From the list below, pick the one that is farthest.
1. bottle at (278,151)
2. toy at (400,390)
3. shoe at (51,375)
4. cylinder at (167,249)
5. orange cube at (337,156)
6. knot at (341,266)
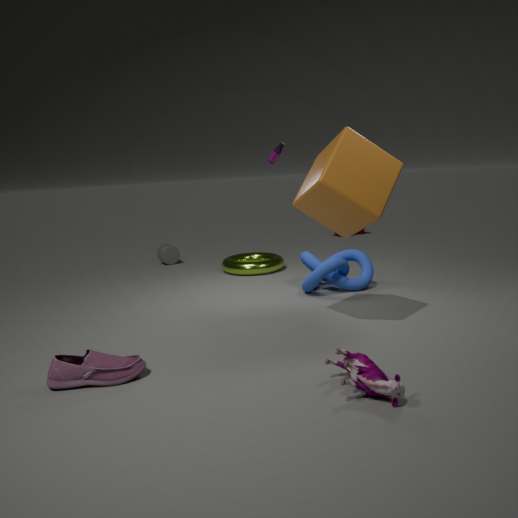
cylinder at (167,249)
